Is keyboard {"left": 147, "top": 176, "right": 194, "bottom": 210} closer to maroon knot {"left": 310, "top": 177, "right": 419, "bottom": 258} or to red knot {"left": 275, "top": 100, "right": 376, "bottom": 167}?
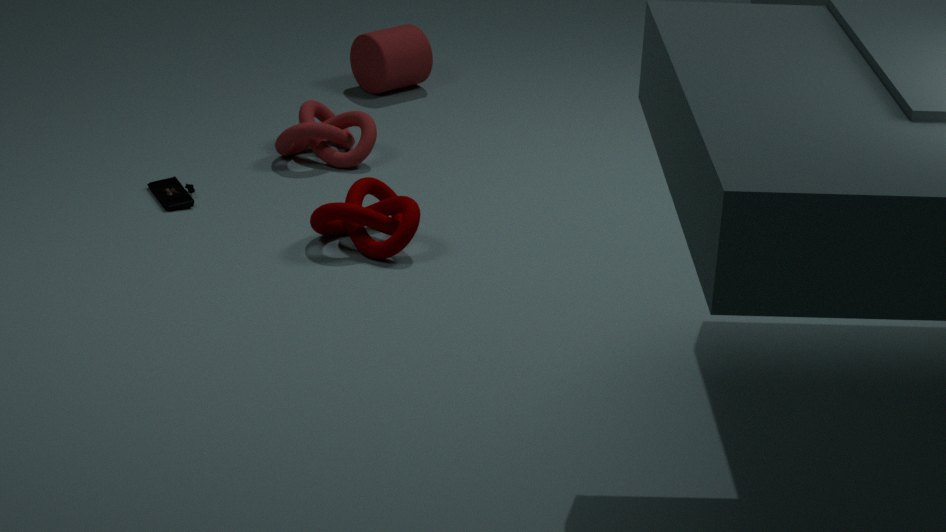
red knot {"left": 275, "top": 100, "right": 376, "bottom": 167}
